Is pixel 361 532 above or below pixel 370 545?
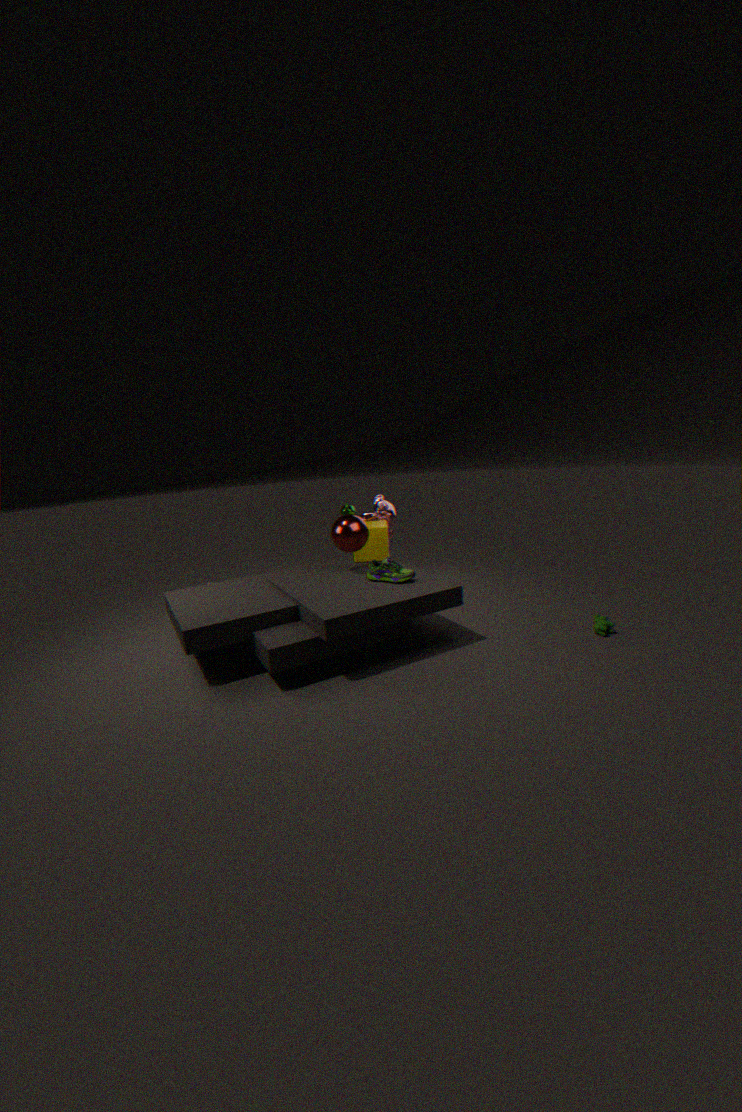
above
